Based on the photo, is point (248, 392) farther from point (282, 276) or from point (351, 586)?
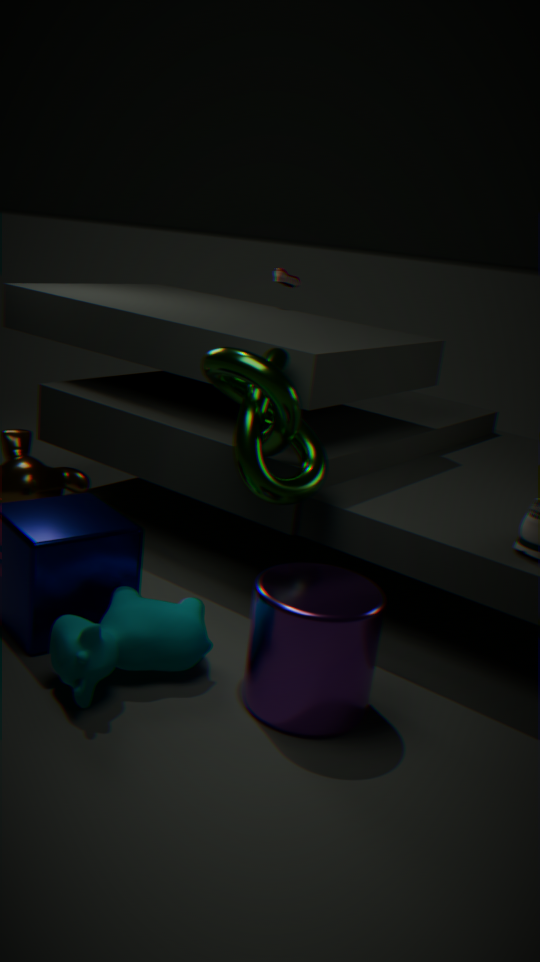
point (282, 276)
